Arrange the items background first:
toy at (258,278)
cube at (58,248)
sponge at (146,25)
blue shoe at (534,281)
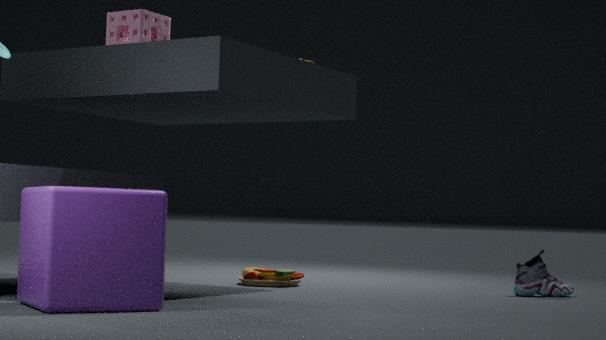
1. toy at (258,278)
2. blue shoe at (534,281)
3. sponge at (146,25)
4. cube at (58,248)
